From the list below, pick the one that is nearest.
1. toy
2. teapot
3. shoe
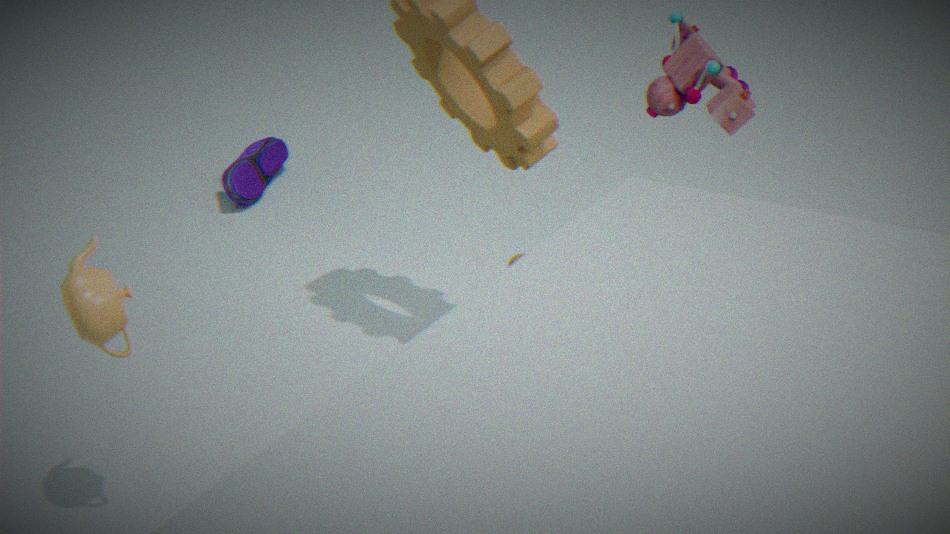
teapot
